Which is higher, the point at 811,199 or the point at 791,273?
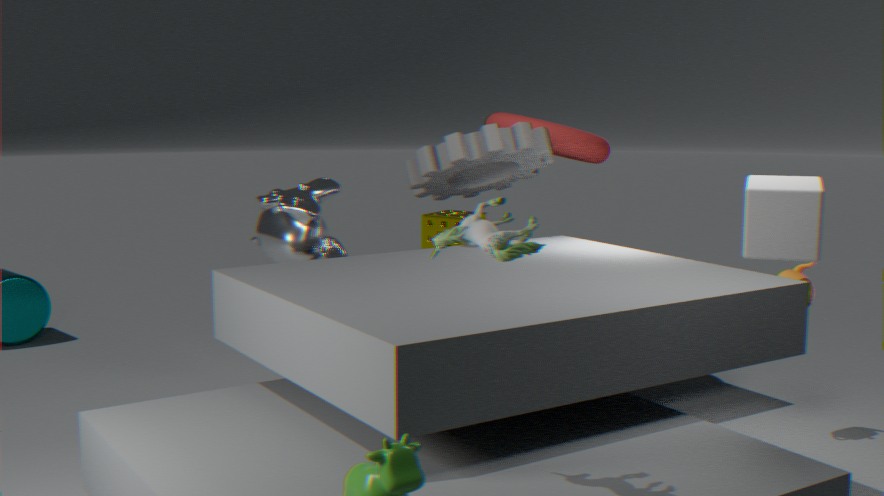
the point at 811,199
